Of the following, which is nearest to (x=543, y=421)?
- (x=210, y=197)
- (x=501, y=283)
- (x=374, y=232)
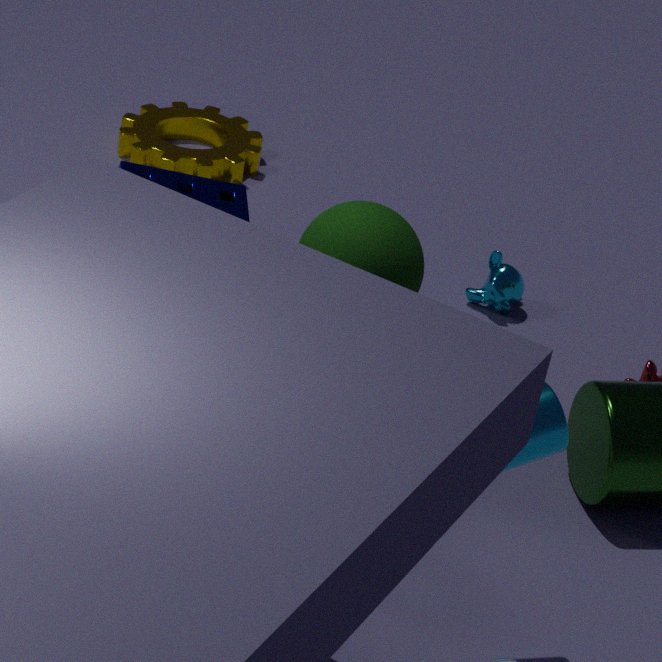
(x=374, y=232)
